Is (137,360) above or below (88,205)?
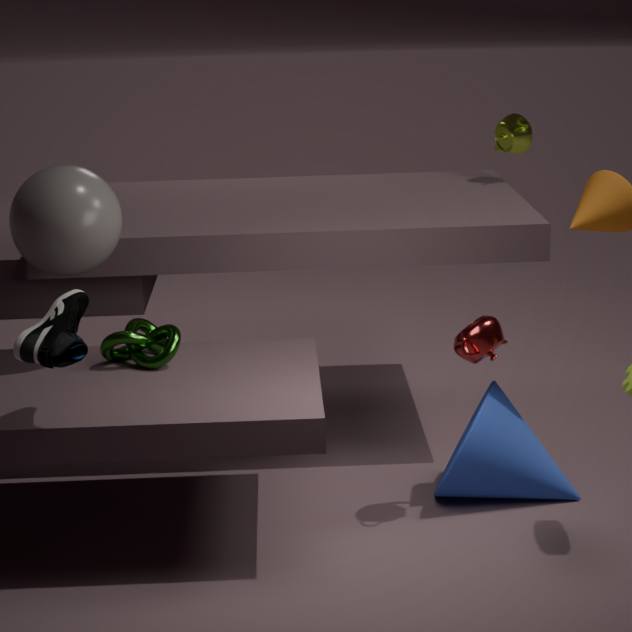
below
